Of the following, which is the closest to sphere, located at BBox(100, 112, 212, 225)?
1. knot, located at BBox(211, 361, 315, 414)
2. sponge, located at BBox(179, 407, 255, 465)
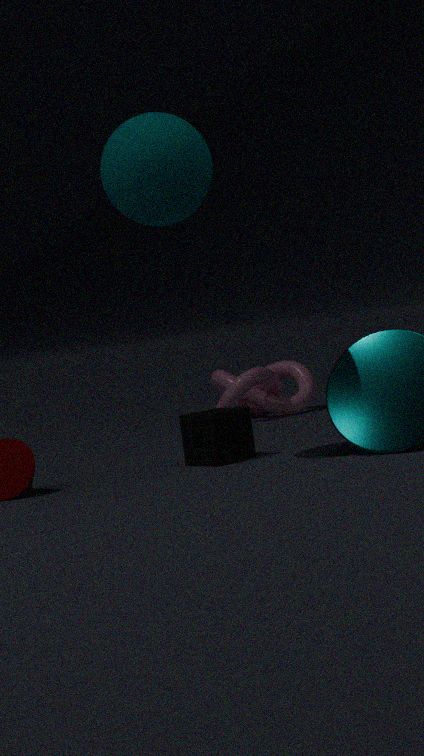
sponge, located at BBox(179, 407, 255, 465)
